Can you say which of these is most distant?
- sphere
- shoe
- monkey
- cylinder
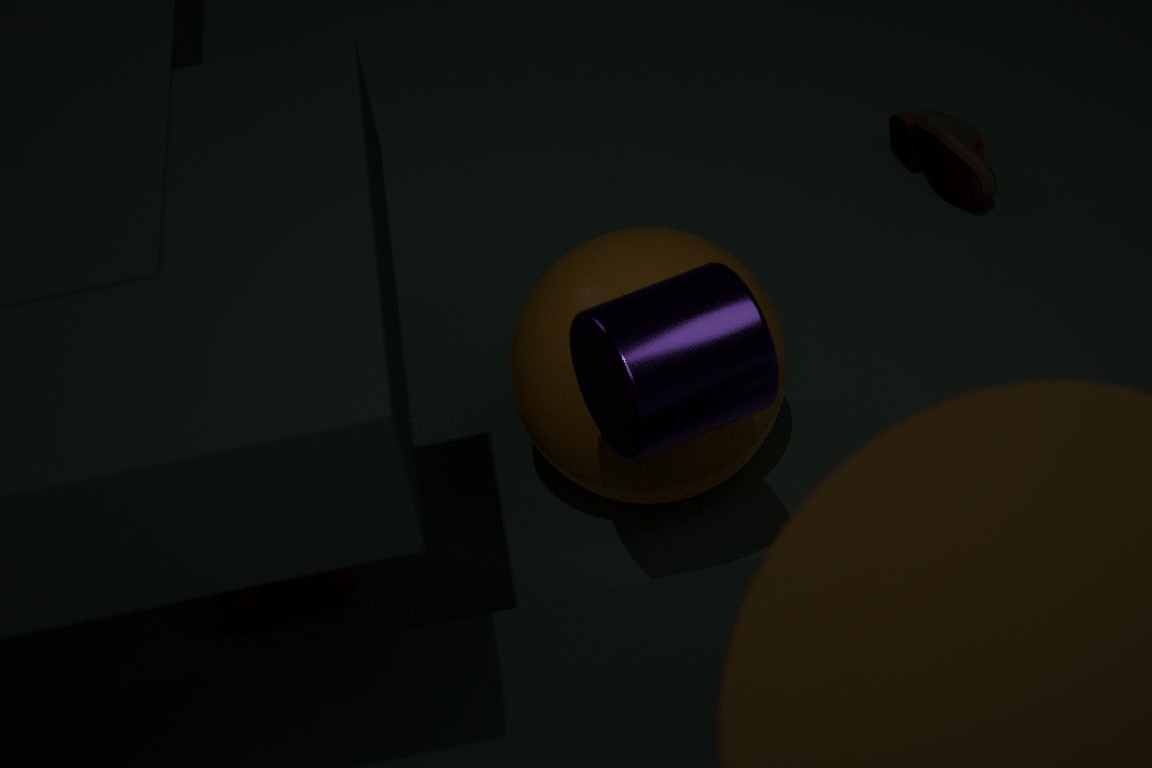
shoe
